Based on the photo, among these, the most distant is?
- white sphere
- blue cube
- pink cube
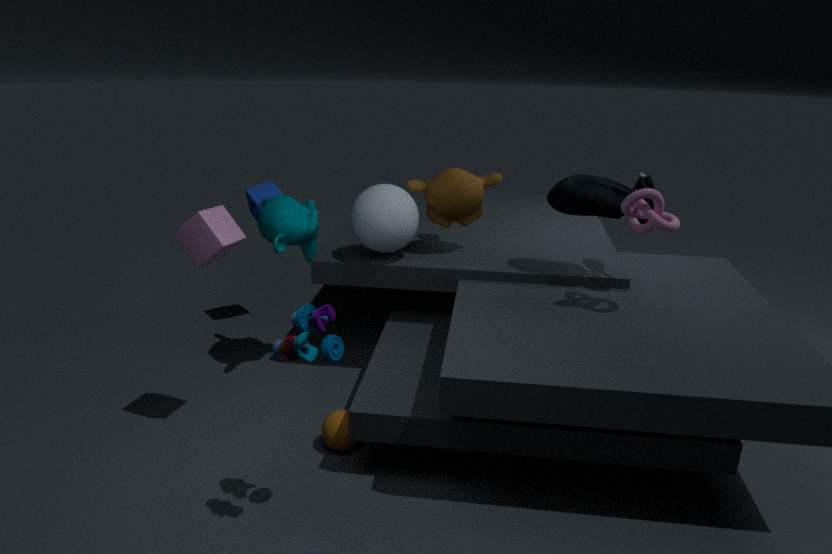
blue cube
